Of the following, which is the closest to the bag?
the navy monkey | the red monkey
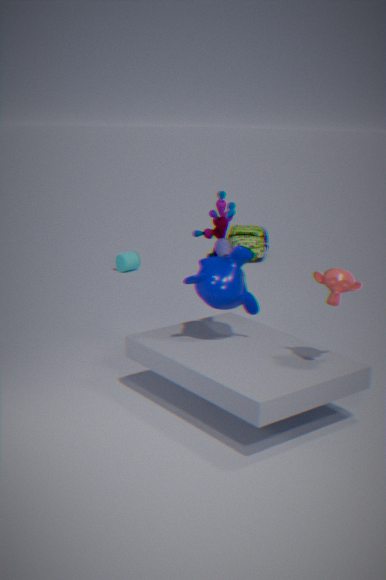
the navy monkey
